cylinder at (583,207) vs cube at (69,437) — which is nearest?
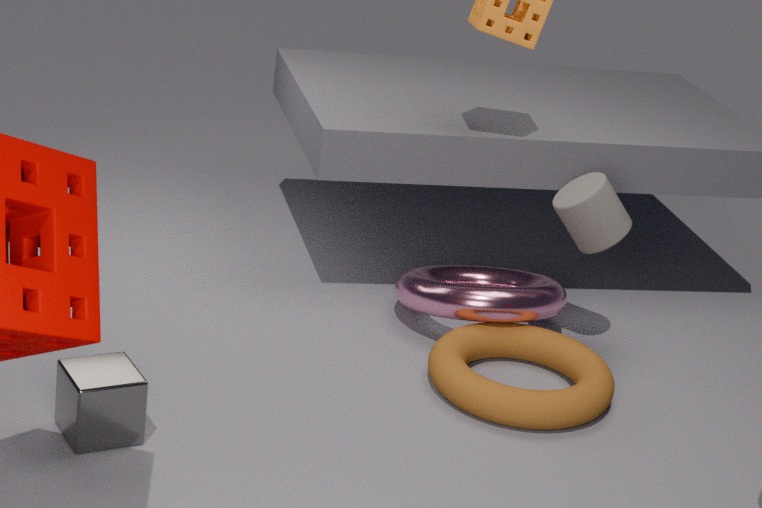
cube at (69,437)
